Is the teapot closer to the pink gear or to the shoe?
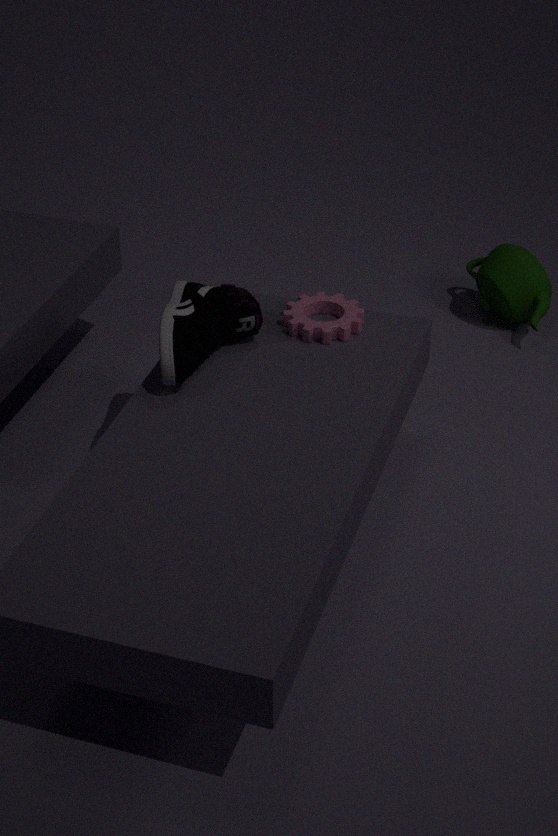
the pink gear
